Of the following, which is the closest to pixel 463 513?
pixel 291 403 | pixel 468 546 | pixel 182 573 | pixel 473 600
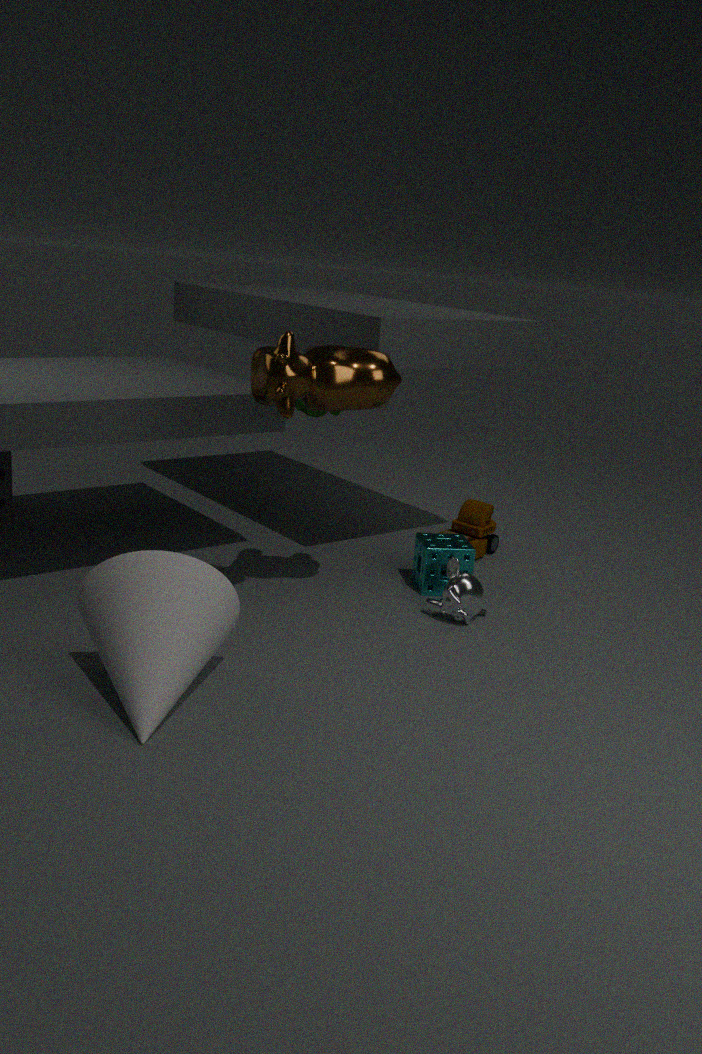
pixel 468 546
